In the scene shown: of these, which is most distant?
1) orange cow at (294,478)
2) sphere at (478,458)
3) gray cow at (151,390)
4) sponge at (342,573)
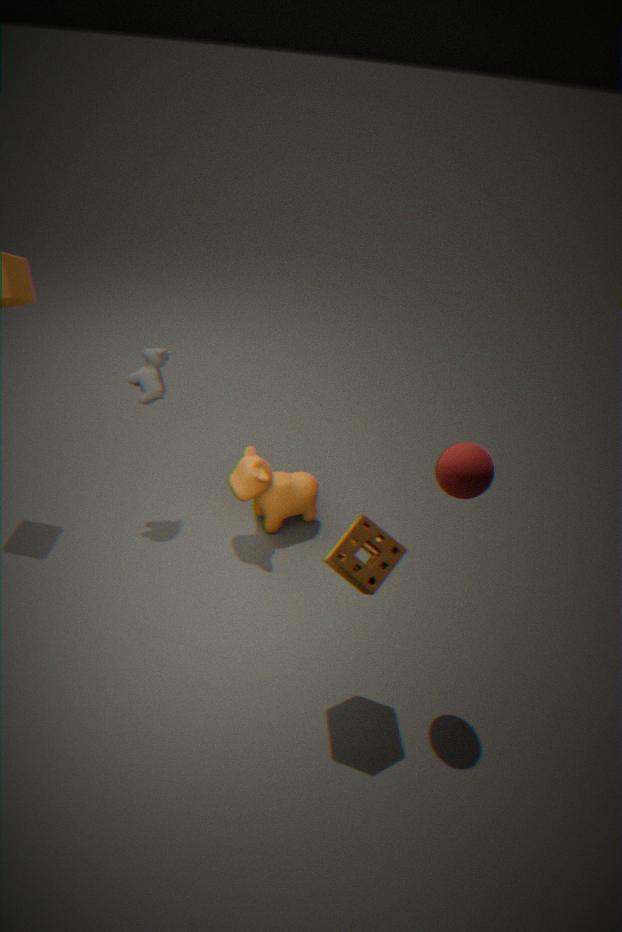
1. orange cow at (294,478)
